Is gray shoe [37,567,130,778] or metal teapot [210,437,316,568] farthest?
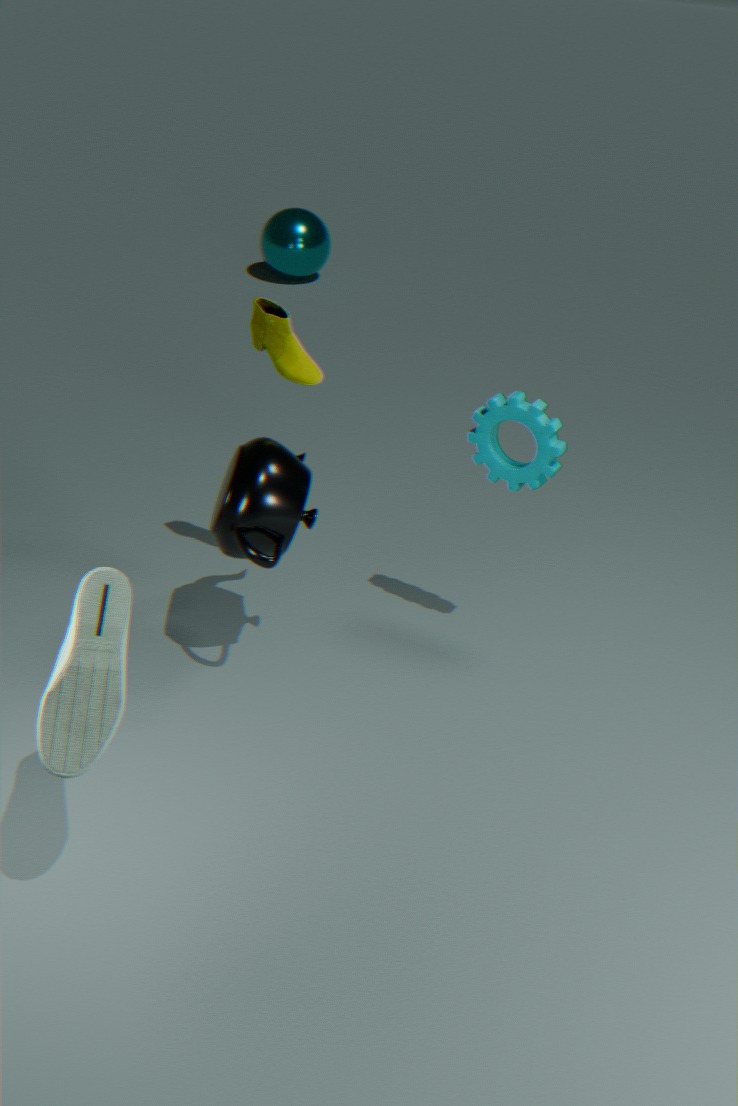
metal teapot [210,437,316,568]
